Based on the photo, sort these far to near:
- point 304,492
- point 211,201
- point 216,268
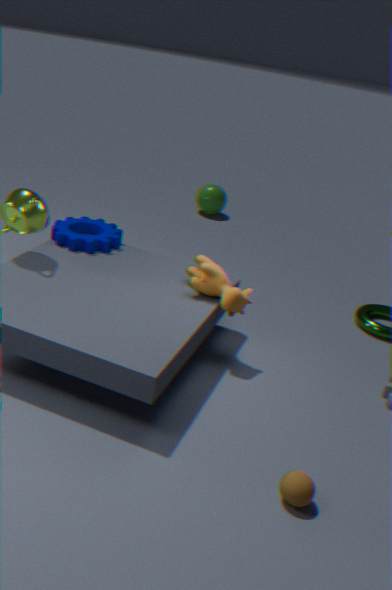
point 211,201 → point 216,268 → point 304,492
